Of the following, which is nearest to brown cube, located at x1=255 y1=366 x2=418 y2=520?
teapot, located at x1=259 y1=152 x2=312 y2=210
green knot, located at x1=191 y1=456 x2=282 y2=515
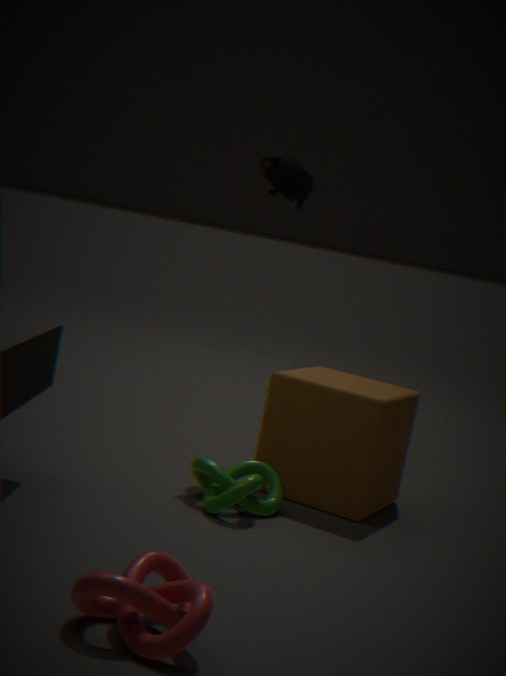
green knot, located at x1=191 y1=456 x2=282 y2=515
